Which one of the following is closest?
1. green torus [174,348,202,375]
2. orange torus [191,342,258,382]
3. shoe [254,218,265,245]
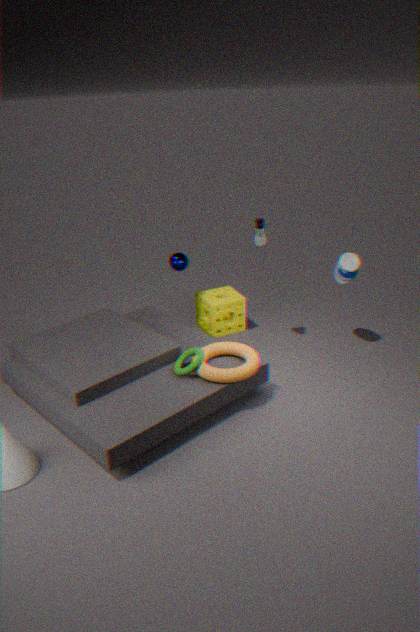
orange torus [191,342,258,382]
